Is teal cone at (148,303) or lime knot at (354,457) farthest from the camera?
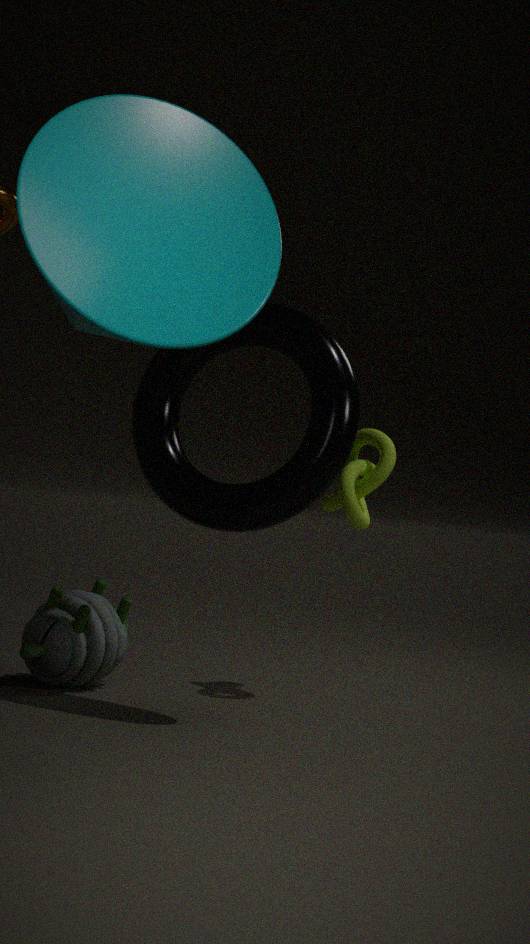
lime knot at (354,457)
